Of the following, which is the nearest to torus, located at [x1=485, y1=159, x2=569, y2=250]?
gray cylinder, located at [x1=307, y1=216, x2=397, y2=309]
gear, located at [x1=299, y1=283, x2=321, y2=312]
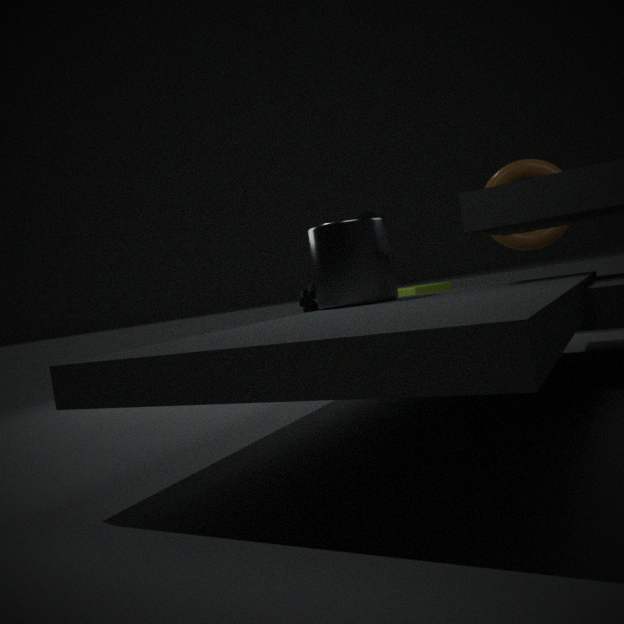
gear, located at [x1=299, y1=283, x2=321, y2=312]
